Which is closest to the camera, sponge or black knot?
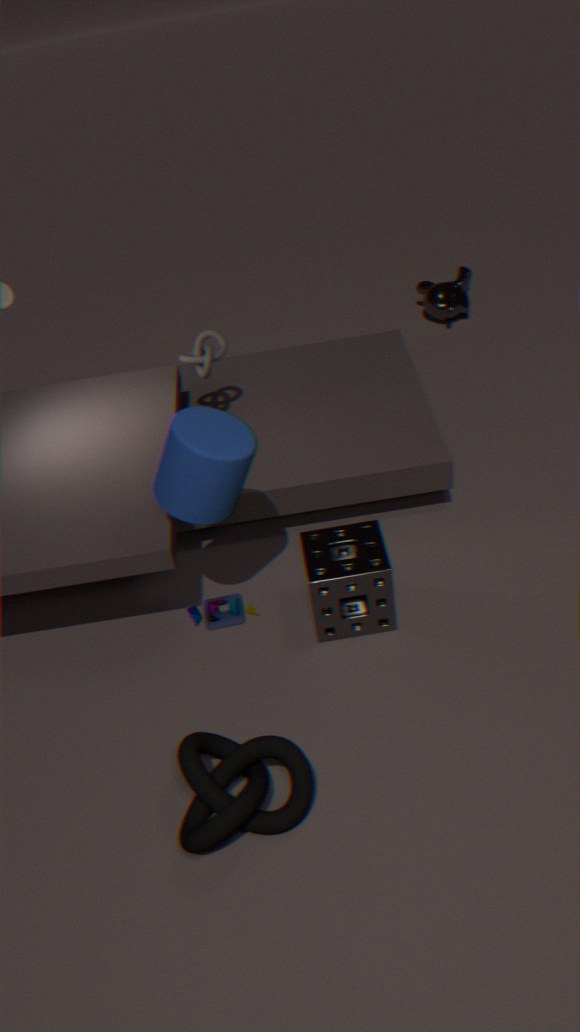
black knot
